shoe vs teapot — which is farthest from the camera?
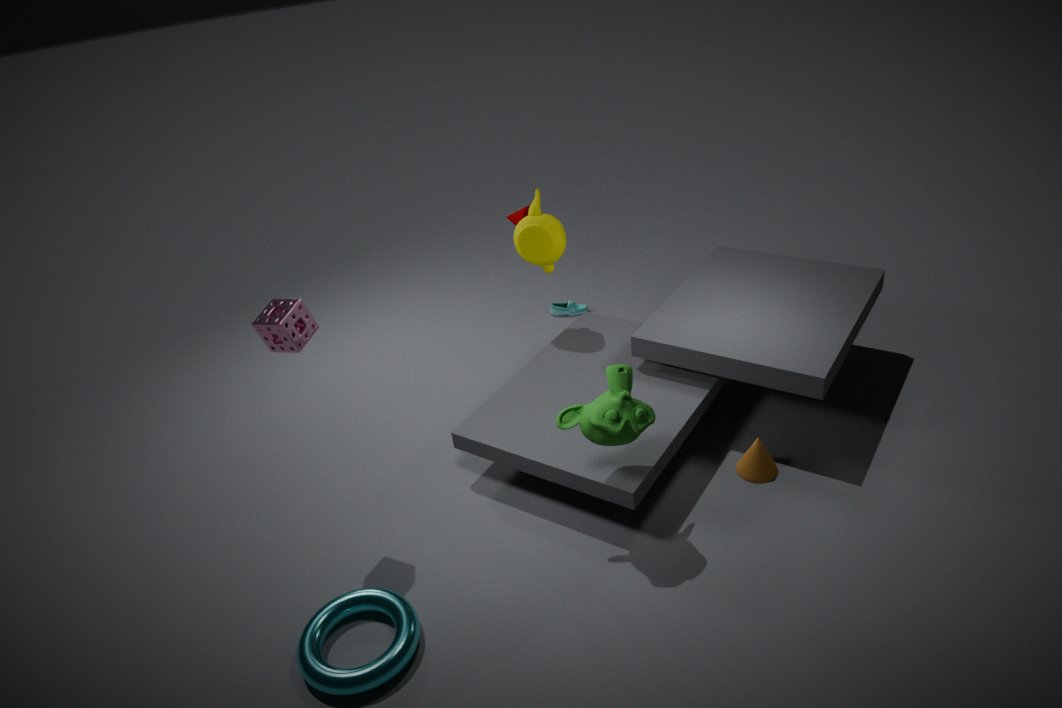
shoe
